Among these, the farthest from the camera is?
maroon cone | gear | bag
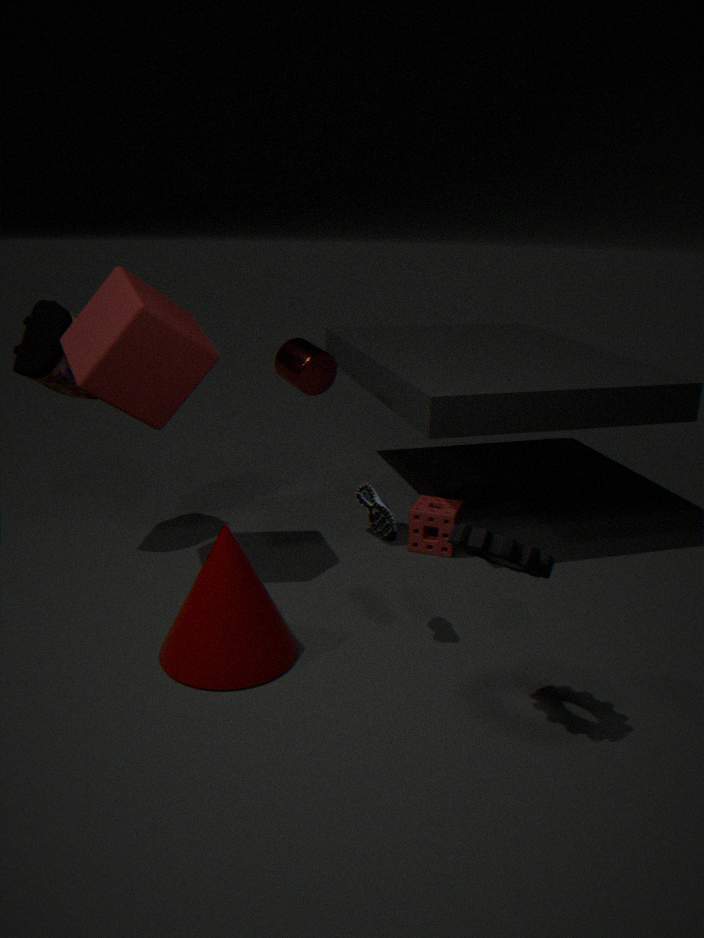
bag
